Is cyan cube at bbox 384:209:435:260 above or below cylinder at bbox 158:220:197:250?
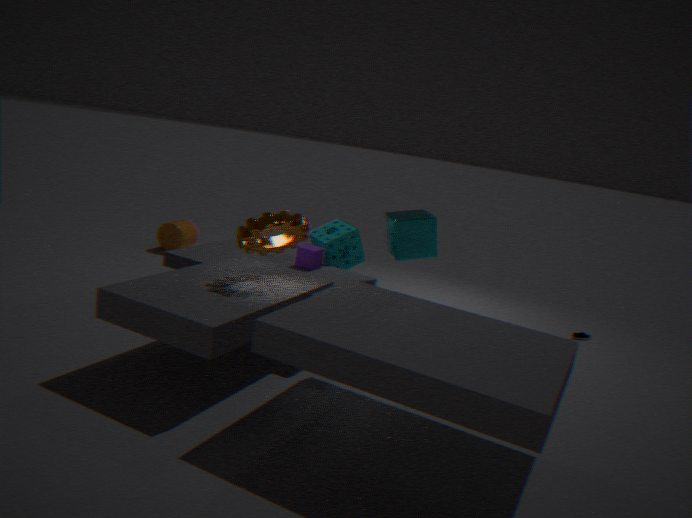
above
